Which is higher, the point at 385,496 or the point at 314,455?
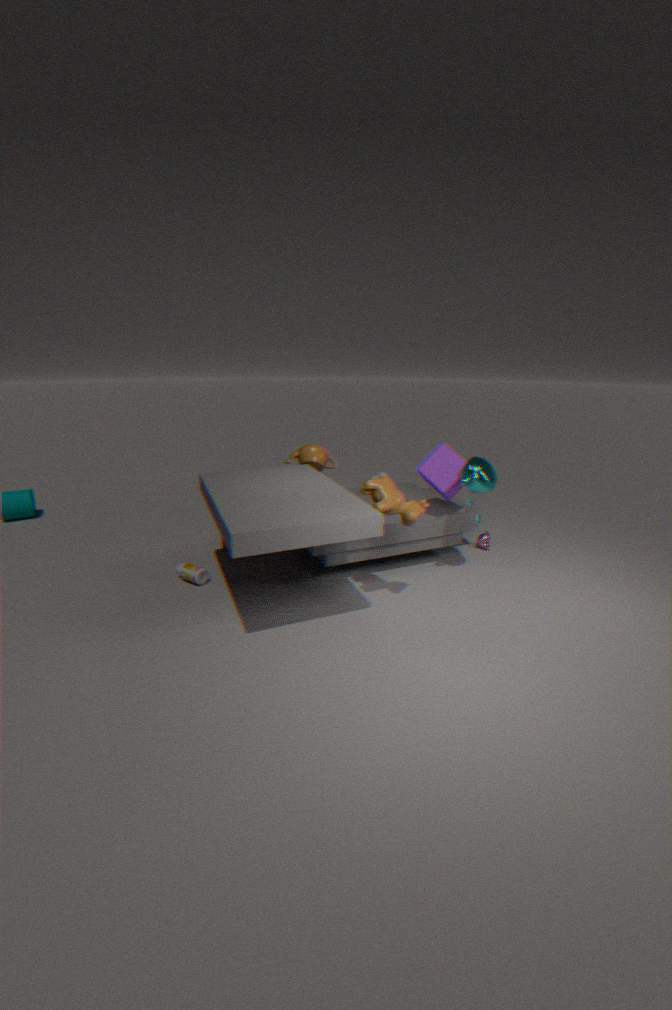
the point at 314,455
